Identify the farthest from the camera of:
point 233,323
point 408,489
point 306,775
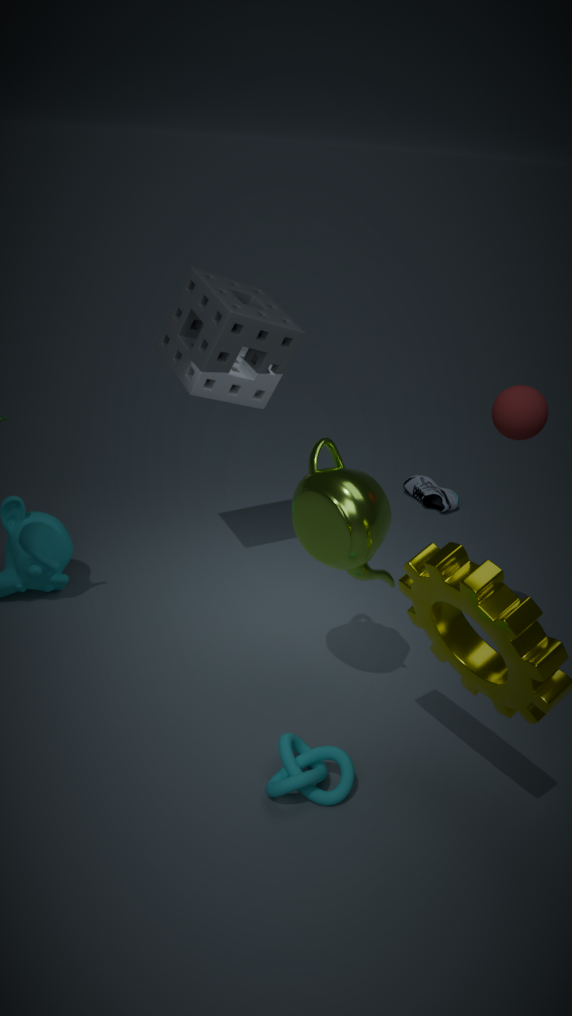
point 408,489
